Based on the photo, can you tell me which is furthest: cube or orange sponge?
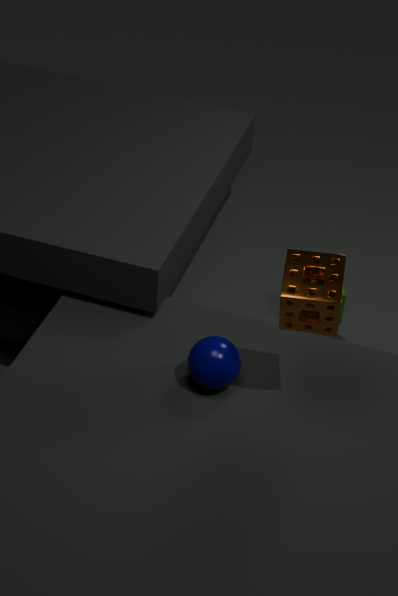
cube
